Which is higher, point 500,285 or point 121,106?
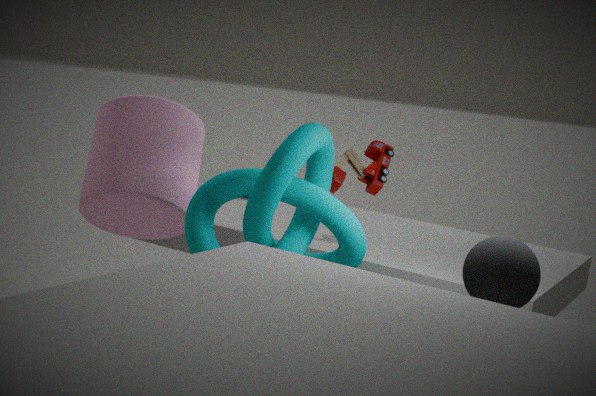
point 121,106
